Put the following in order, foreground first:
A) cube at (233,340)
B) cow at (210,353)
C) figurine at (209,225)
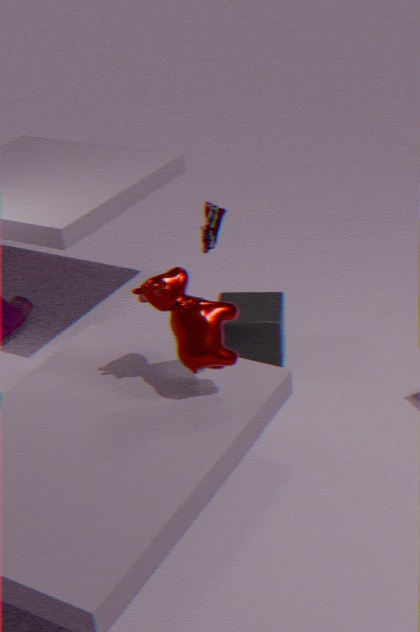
cow at (210,353) < cube at (233,340) < figurine at (209,225)
